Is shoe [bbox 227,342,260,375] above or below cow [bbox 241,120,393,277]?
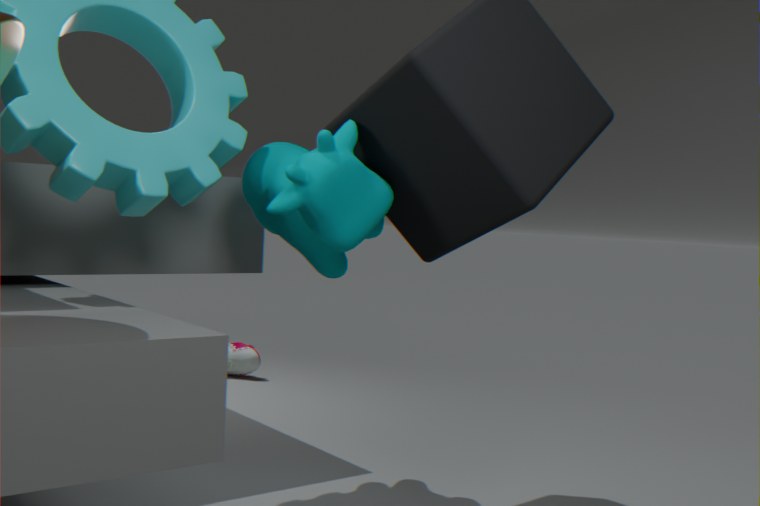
below
